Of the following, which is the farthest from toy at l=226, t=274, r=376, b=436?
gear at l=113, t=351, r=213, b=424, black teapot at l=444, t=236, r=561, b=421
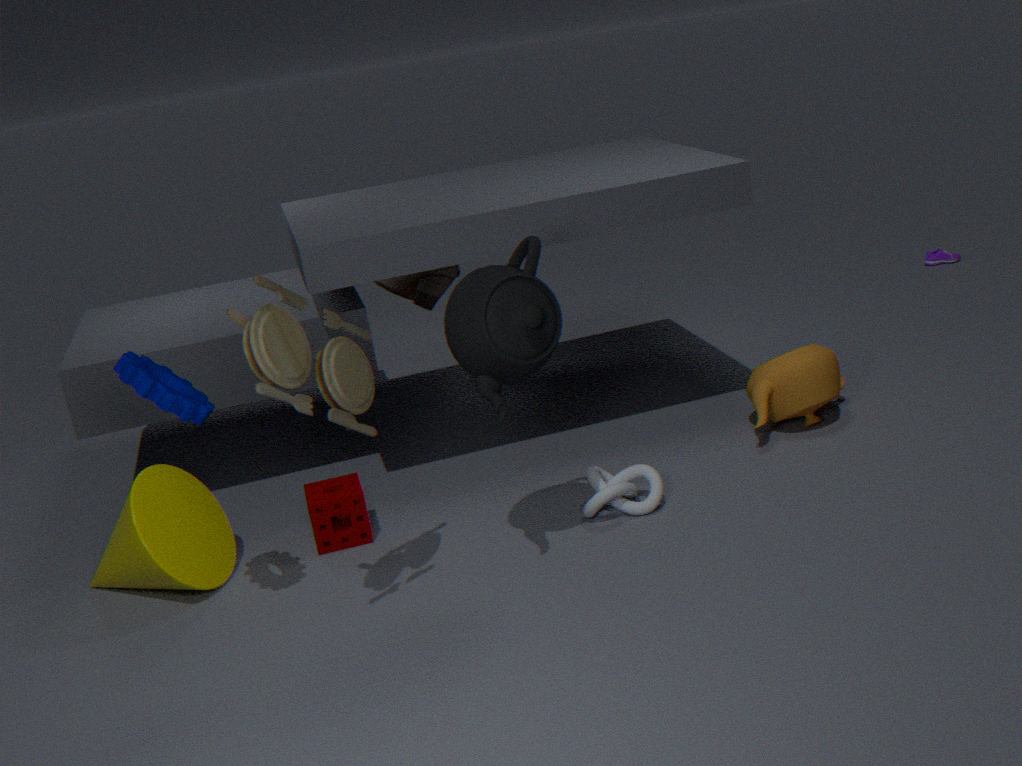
gear at l=113, t=351, r=213, b=424
